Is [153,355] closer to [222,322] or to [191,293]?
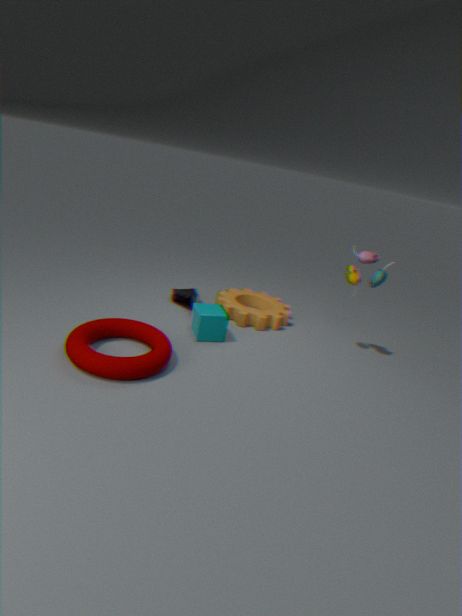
[222,322]
